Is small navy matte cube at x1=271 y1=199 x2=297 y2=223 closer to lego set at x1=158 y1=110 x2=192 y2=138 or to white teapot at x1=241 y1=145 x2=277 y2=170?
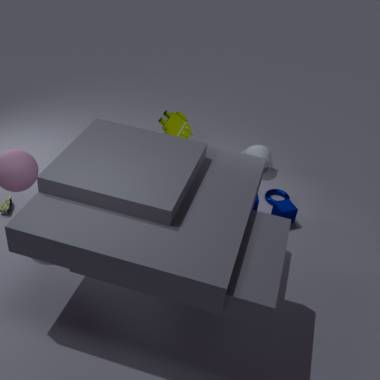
white teapot at x1=241 y1=145 x2=277 y2=170
